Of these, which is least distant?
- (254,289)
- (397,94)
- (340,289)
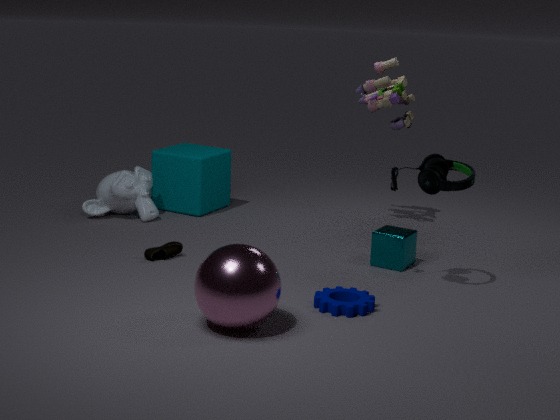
(254,289)
